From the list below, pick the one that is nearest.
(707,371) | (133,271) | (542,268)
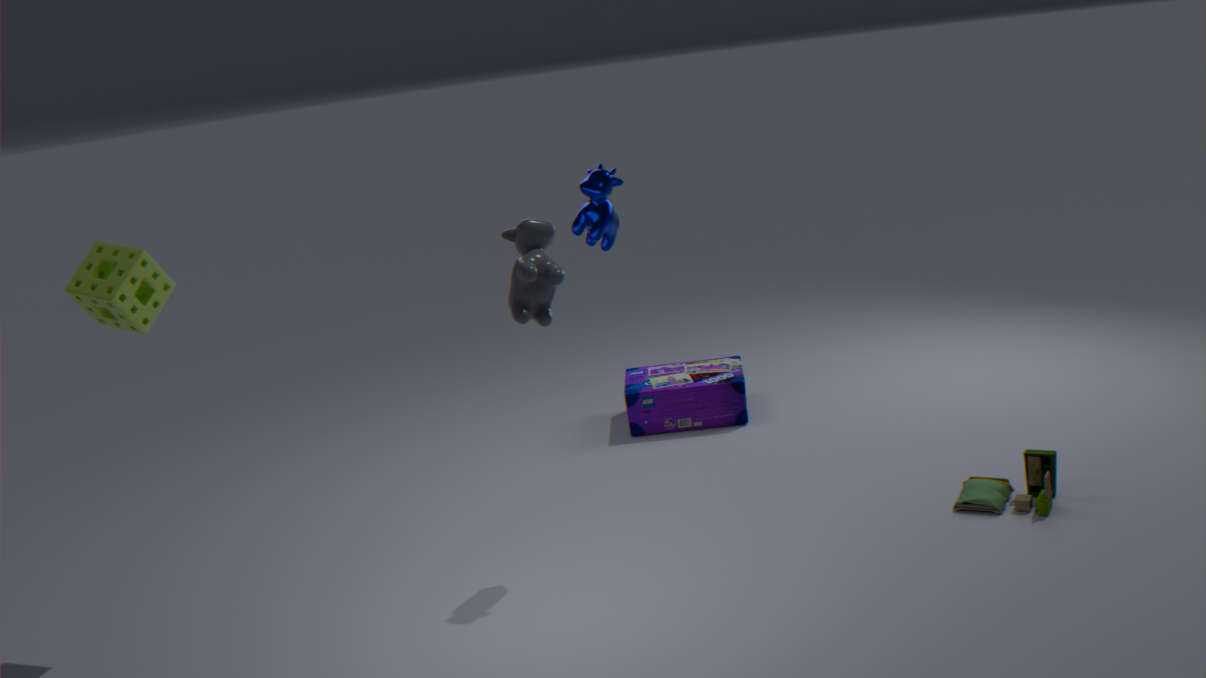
(542,268)
